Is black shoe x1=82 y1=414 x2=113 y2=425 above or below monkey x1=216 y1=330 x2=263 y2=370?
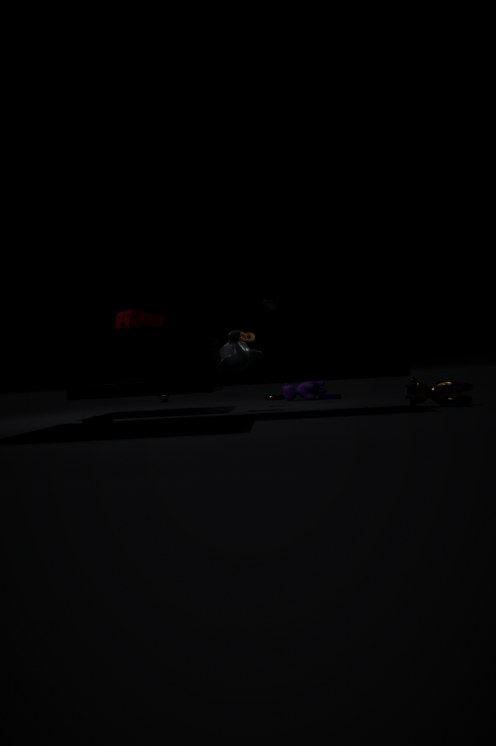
below
